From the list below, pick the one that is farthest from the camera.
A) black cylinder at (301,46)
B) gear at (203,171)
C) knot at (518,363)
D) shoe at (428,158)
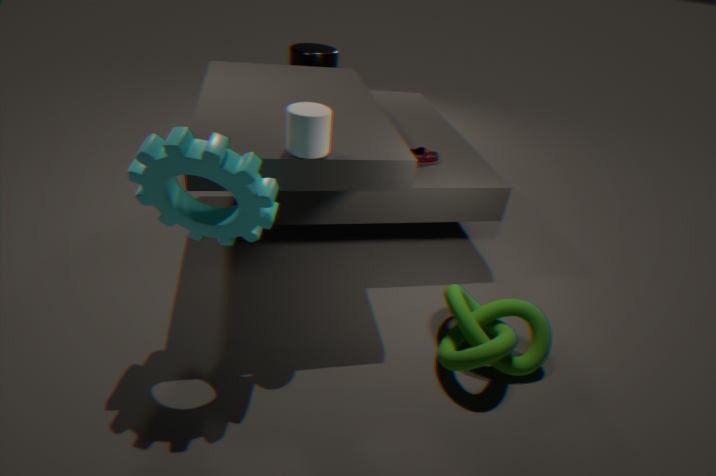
black cylinder at (301,46)
